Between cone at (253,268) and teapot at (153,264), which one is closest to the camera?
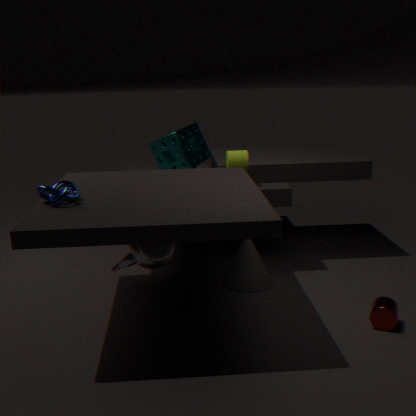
teapot at (153,264)
